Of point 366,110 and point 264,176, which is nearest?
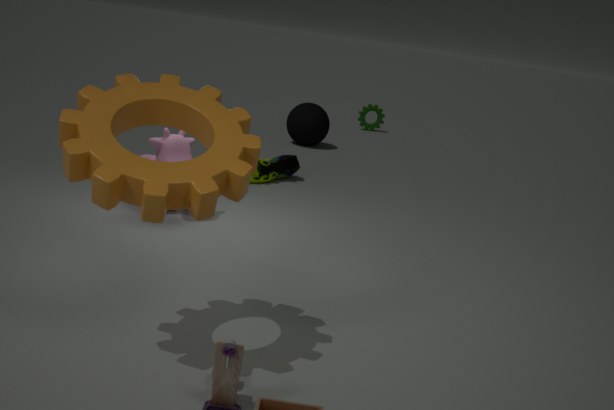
point 264,176
